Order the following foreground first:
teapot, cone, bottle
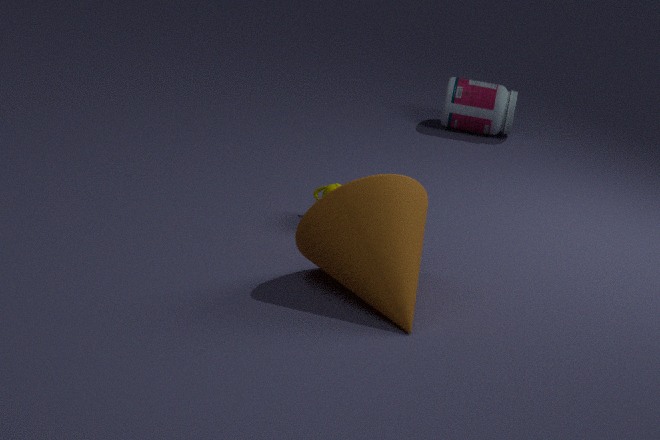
cone → teapot → bottle
